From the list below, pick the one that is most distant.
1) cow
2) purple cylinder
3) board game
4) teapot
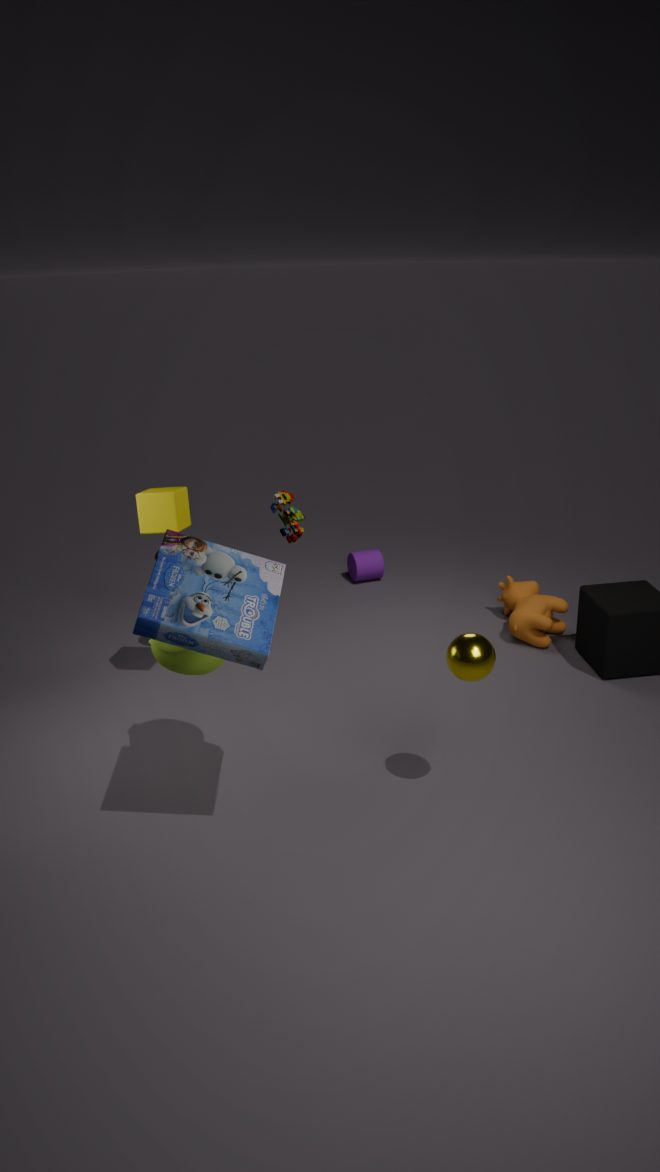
2
